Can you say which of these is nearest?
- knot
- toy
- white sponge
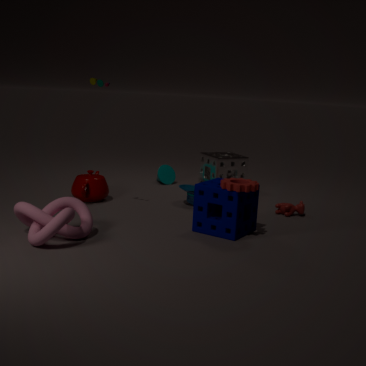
knot
